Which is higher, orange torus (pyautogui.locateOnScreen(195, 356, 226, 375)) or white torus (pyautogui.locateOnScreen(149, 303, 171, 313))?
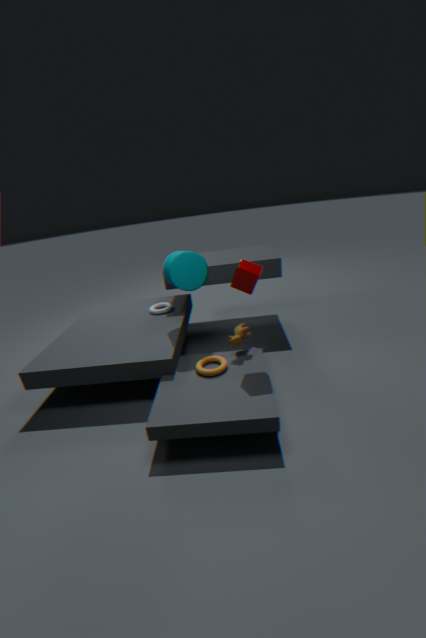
white torus (pyautogui.locateOnScreen(149, 303, 171, 313))
